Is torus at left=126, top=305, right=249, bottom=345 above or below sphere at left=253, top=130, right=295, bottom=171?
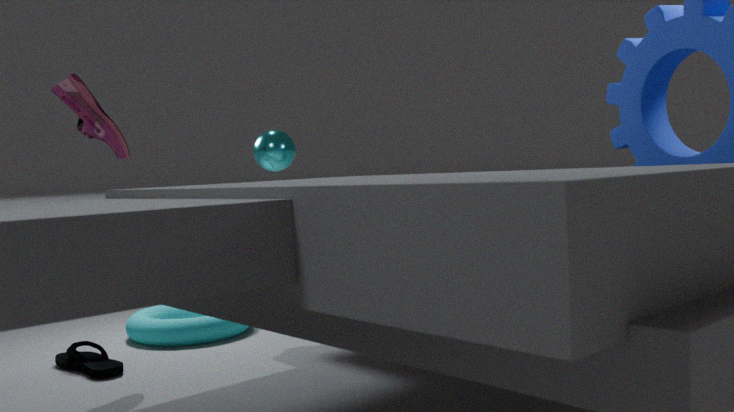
Result: below
